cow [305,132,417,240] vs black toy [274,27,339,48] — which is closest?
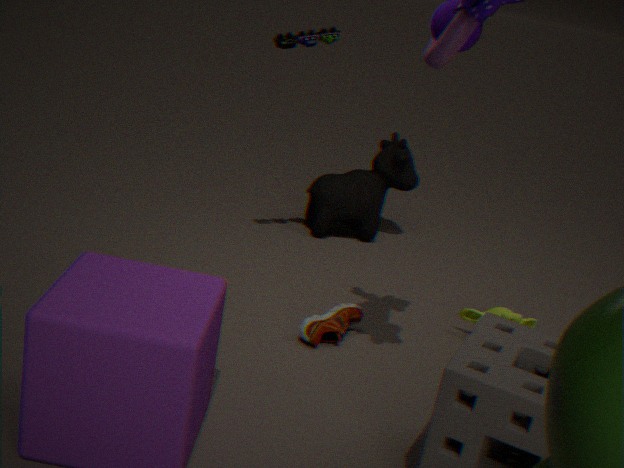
black toy [274,27,339,48]
